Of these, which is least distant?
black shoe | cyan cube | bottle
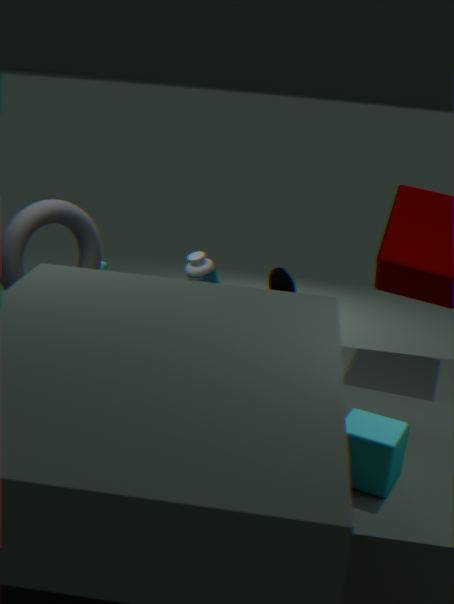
cyan cube
